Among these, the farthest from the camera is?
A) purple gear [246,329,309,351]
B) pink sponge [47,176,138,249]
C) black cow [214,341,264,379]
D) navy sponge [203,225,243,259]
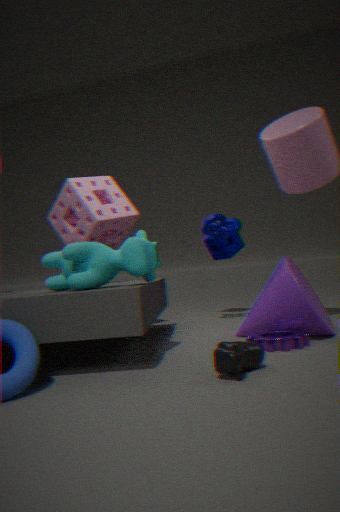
navy sponge [203,225,243,259]
